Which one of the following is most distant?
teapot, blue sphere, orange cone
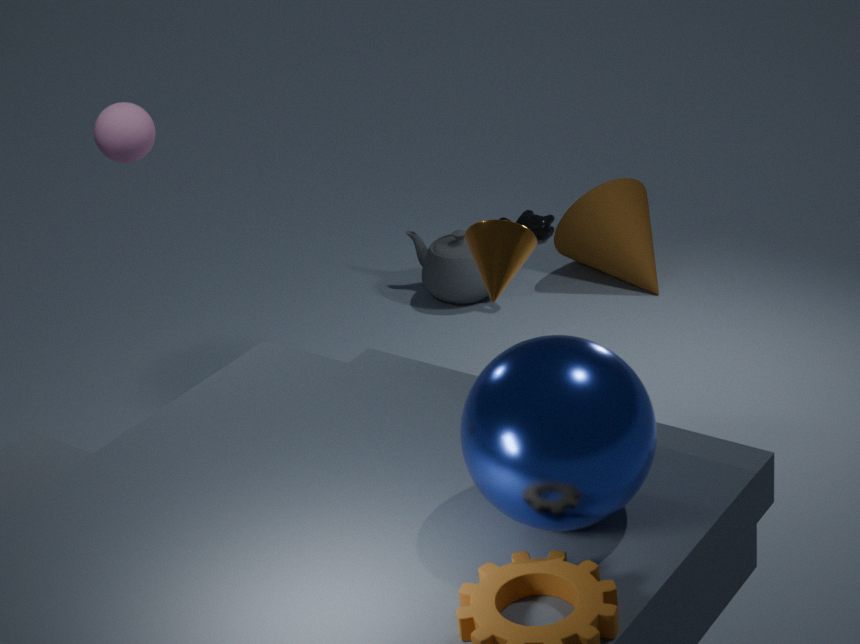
teapot
